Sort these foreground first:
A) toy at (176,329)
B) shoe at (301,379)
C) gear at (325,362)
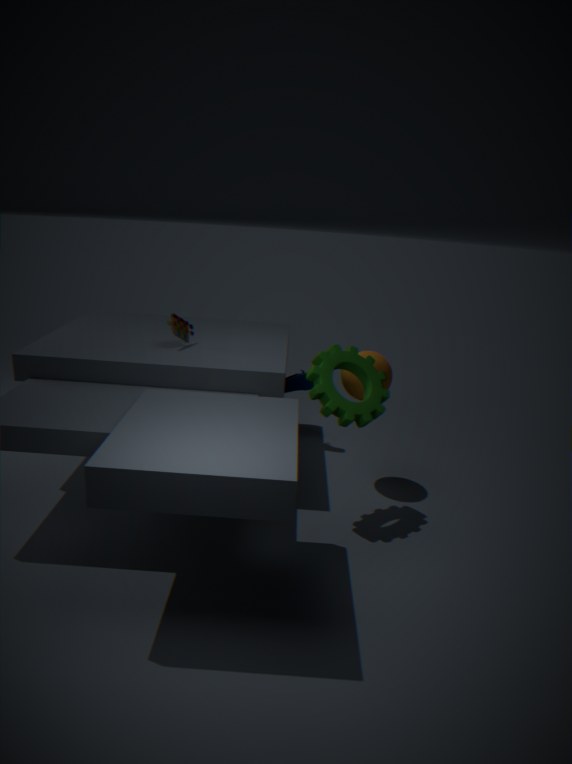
gear at (325,362) < toy at (176,329) < shoe at (301,379)
